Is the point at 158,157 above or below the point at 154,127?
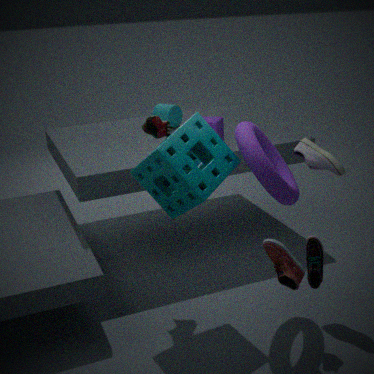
below
